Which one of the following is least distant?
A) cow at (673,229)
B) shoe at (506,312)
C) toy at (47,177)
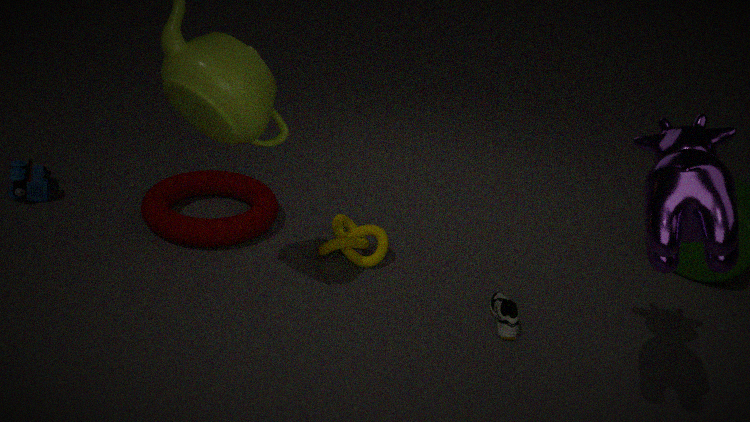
cow at (673,229)
